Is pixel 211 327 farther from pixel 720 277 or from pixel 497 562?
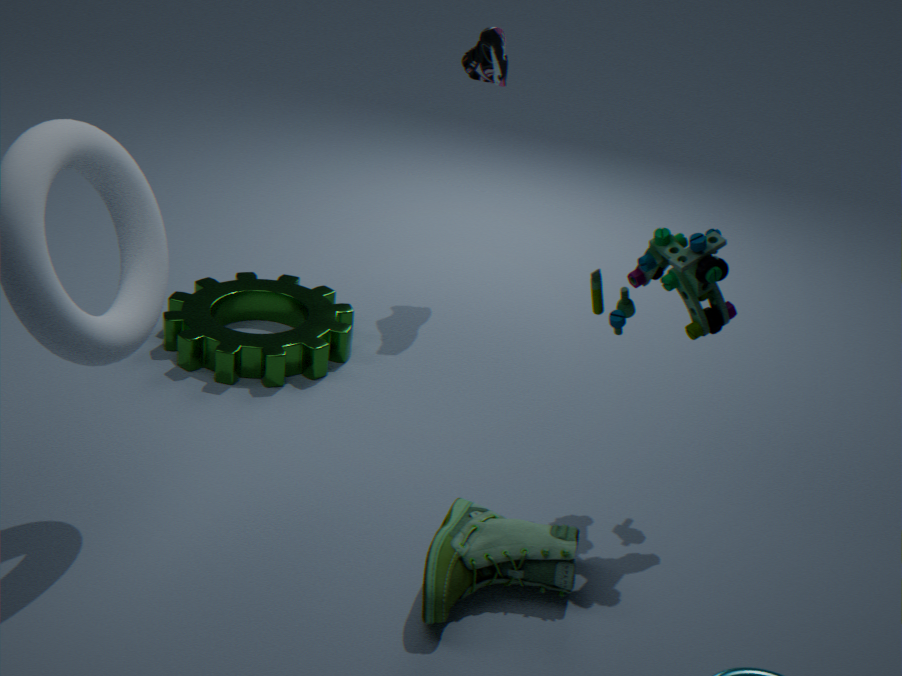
pixel 720 277
